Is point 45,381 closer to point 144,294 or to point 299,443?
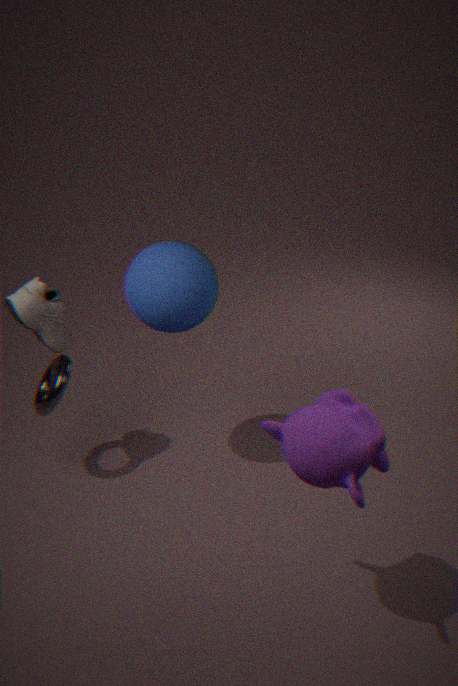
point 144,294
